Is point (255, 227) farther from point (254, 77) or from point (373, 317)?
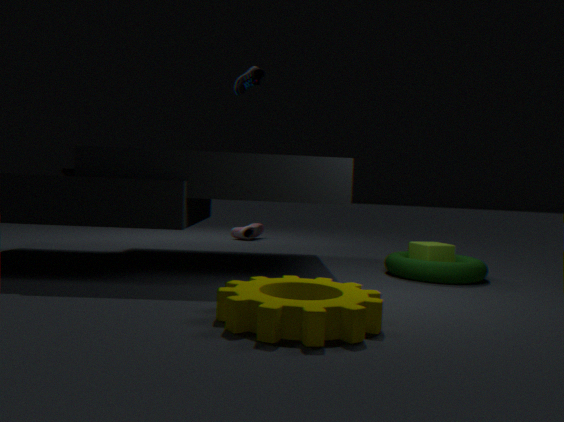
point (373, 317)
